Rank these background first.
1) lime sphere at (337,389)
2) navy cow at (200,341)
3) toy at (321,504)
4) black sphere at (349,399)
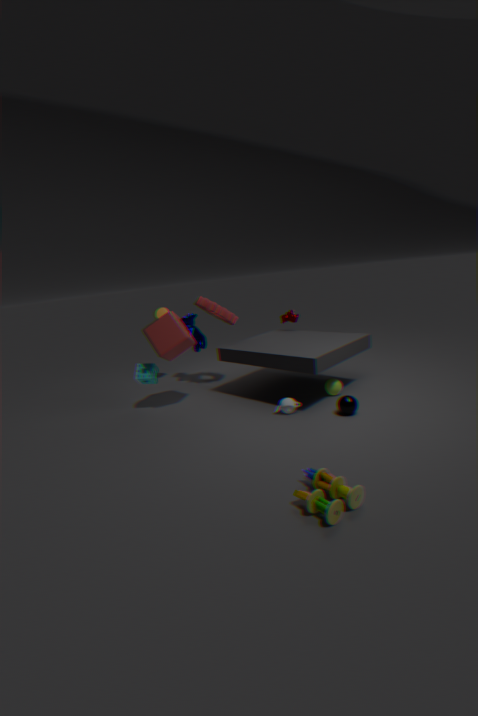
2. navy cow at (200,341), 1. lime sphere at (337,389), 4. black sphere at (349,399), 3. toy at (321,504)
